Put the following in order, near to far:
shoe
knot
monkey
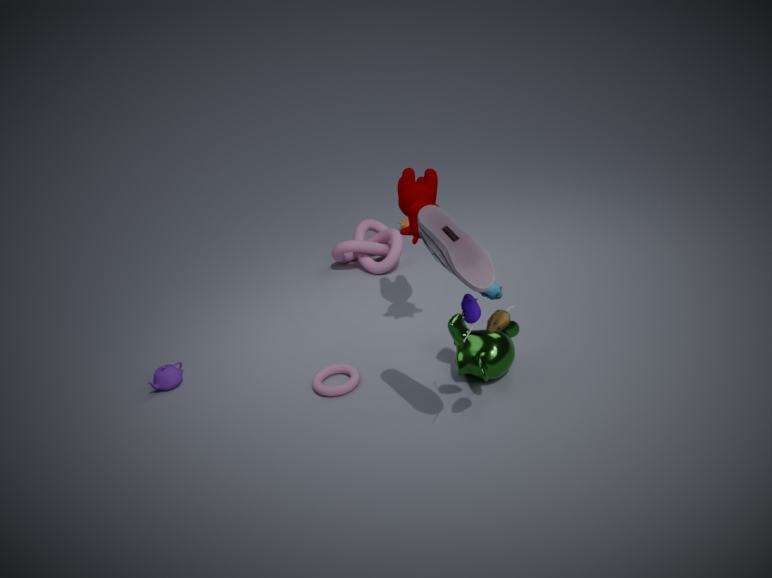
shoe < monkey < knot
